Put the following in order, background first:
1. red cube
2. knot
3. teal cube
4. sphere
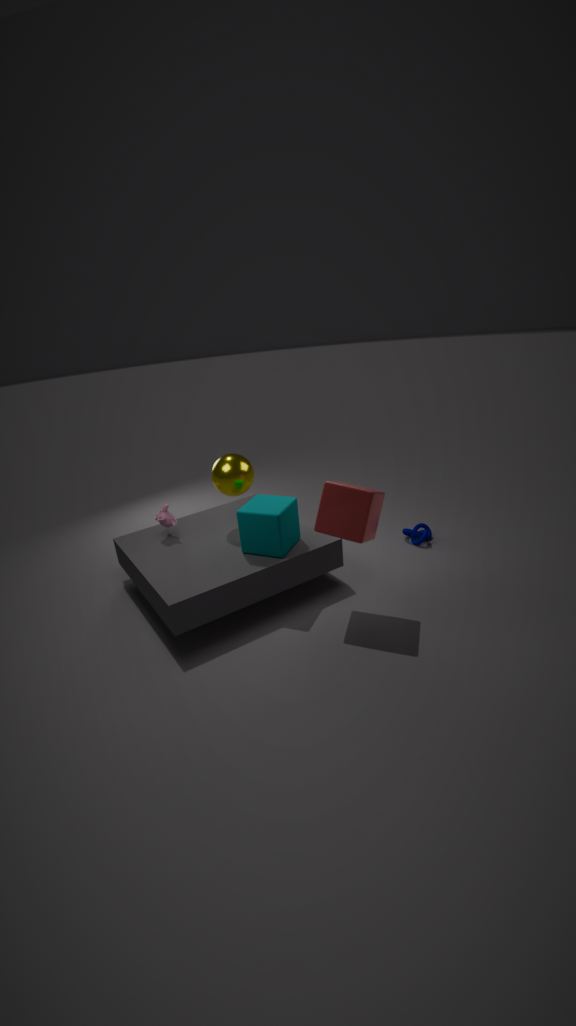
knot, sphere, teal cube, red cube
